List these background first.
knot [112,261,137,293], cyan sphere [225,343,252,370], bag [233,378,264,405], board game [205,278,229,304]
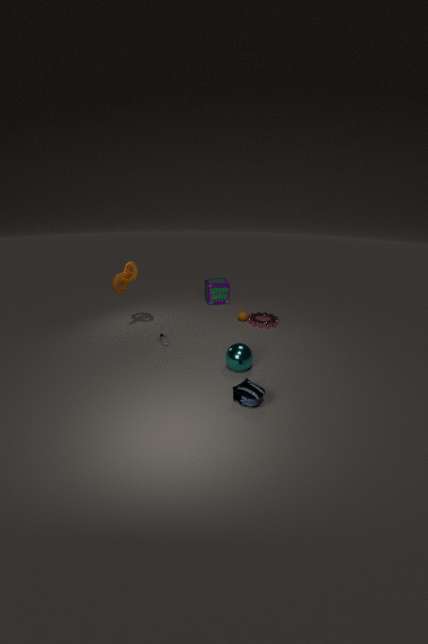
board game [205,278,229,304]
knot [112,261,137,293]
cyan sphere [225,343,252,370]
bag [233,378,264,405]
